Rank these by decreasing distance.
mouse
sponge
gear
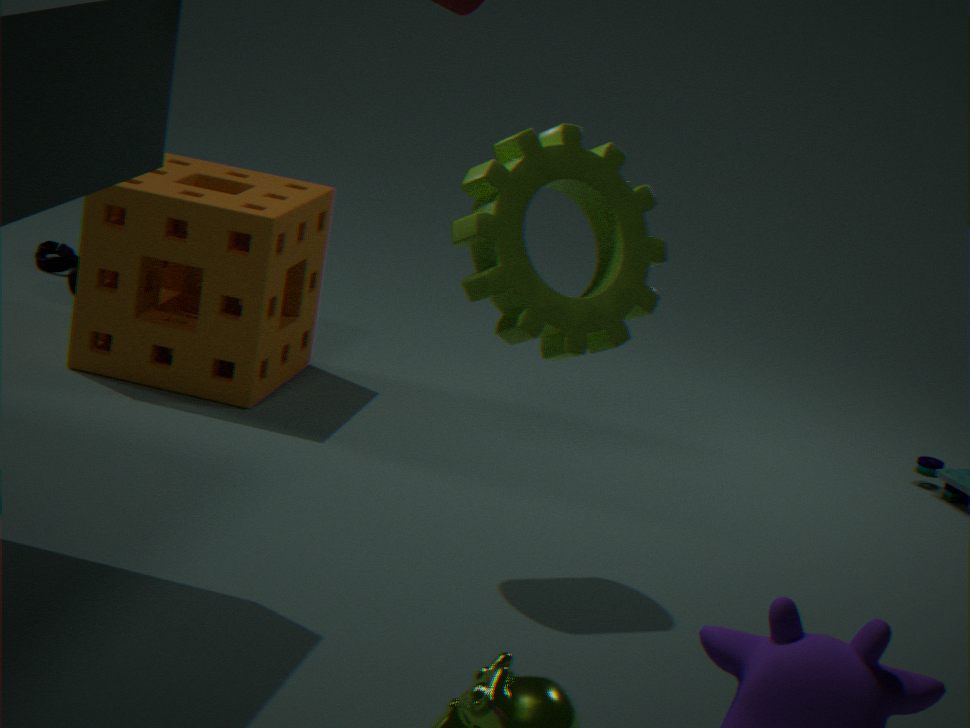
mouse → sponge → gear
